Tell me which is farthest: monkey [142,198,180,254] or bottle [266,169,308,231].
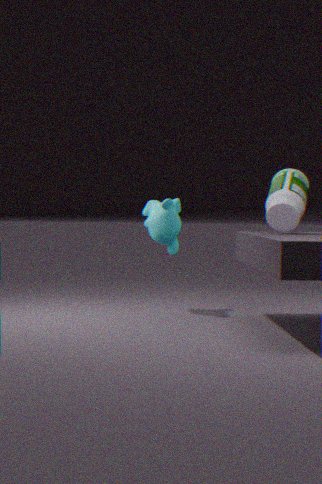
monkey [142,198,180,254]
